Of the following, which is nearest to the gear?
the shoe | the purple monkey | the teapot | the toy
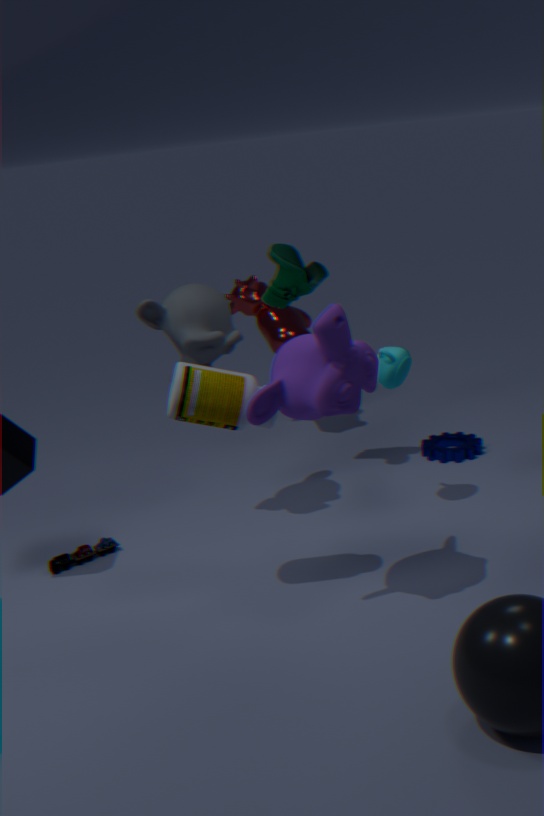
the teapot
